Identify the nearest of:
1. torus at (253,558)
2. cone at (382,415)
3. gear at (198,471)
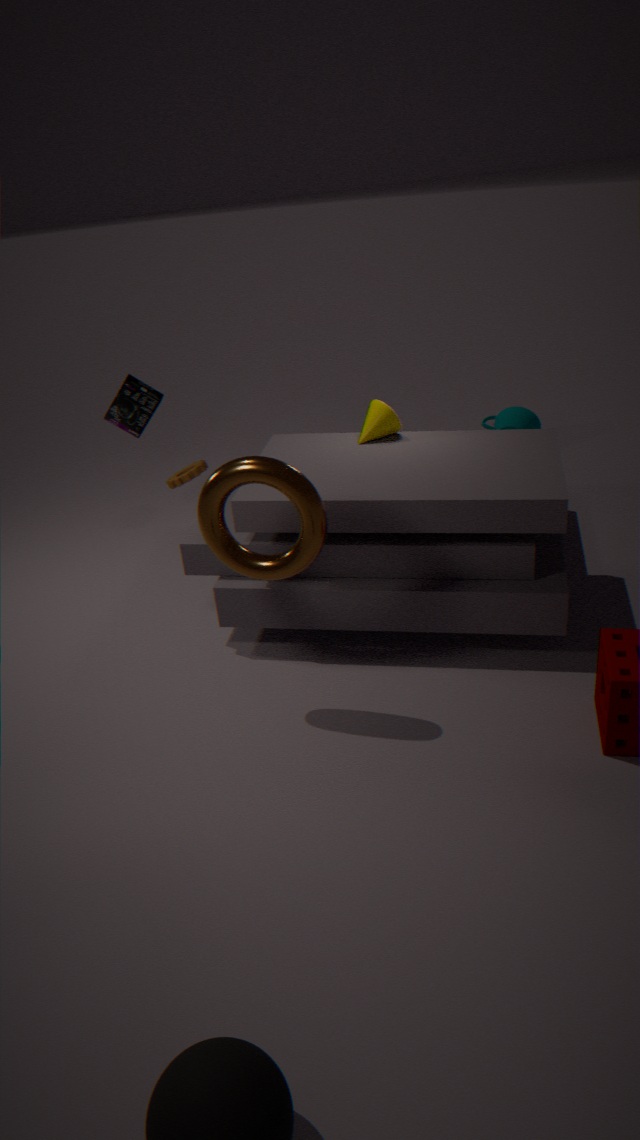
torus at (253,558)
